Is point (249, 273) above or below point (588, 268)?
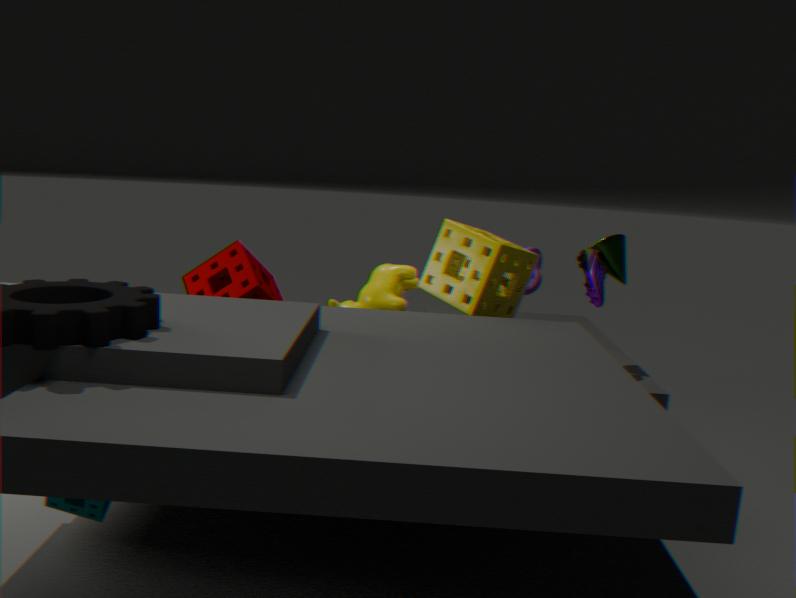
below
